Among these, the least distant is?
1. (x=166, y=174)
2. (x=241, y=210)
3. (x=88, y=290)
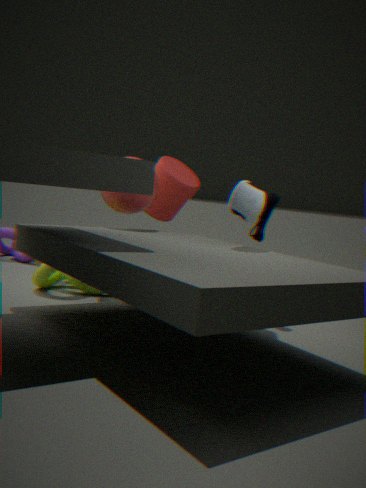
(x=241, y=210)
